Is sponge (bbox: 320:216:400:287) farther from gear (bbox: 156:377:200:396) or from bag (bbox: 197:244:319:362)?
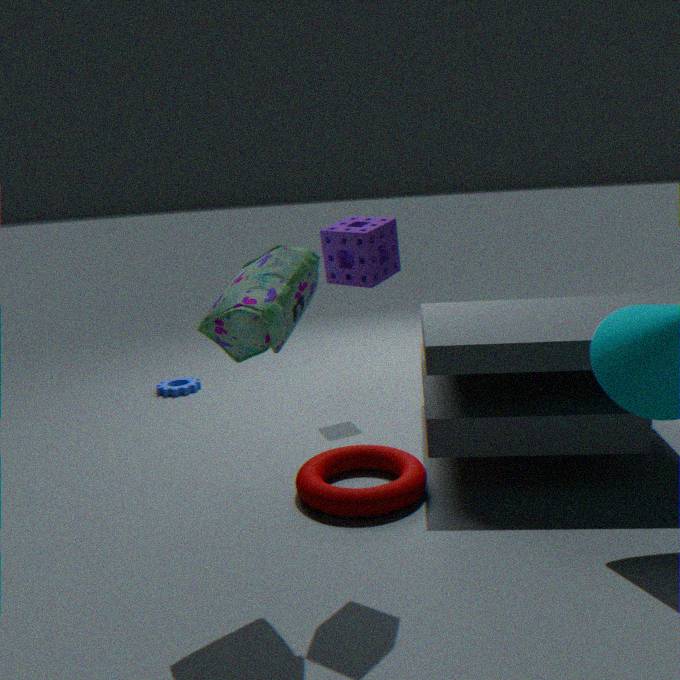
gear (bbox: 156:377:200:396)
